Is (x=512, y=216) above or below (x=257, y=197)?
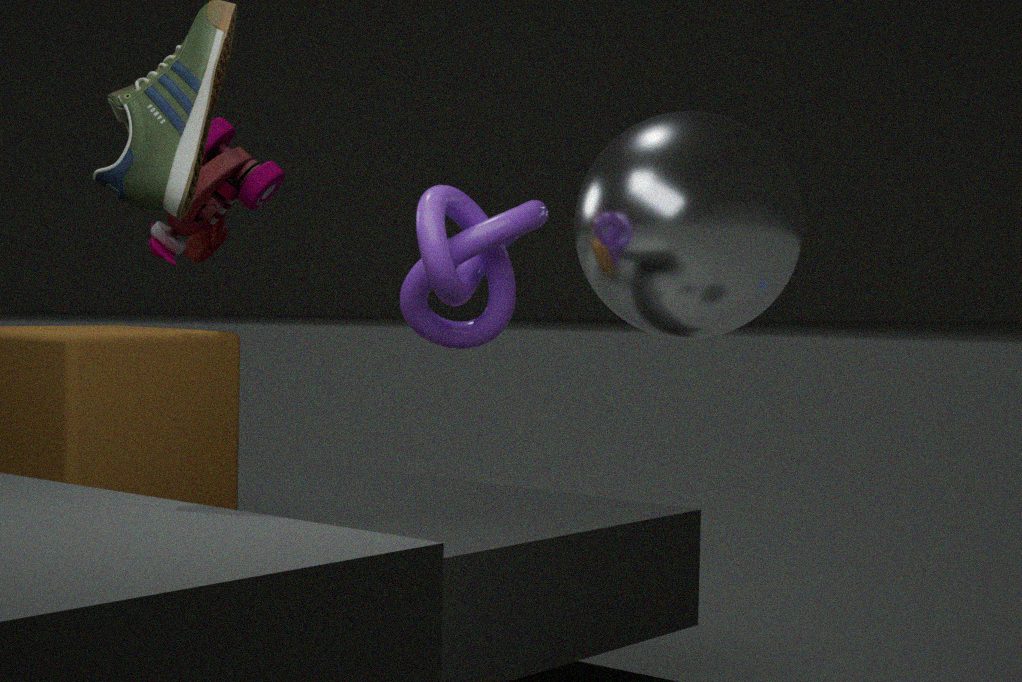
below
